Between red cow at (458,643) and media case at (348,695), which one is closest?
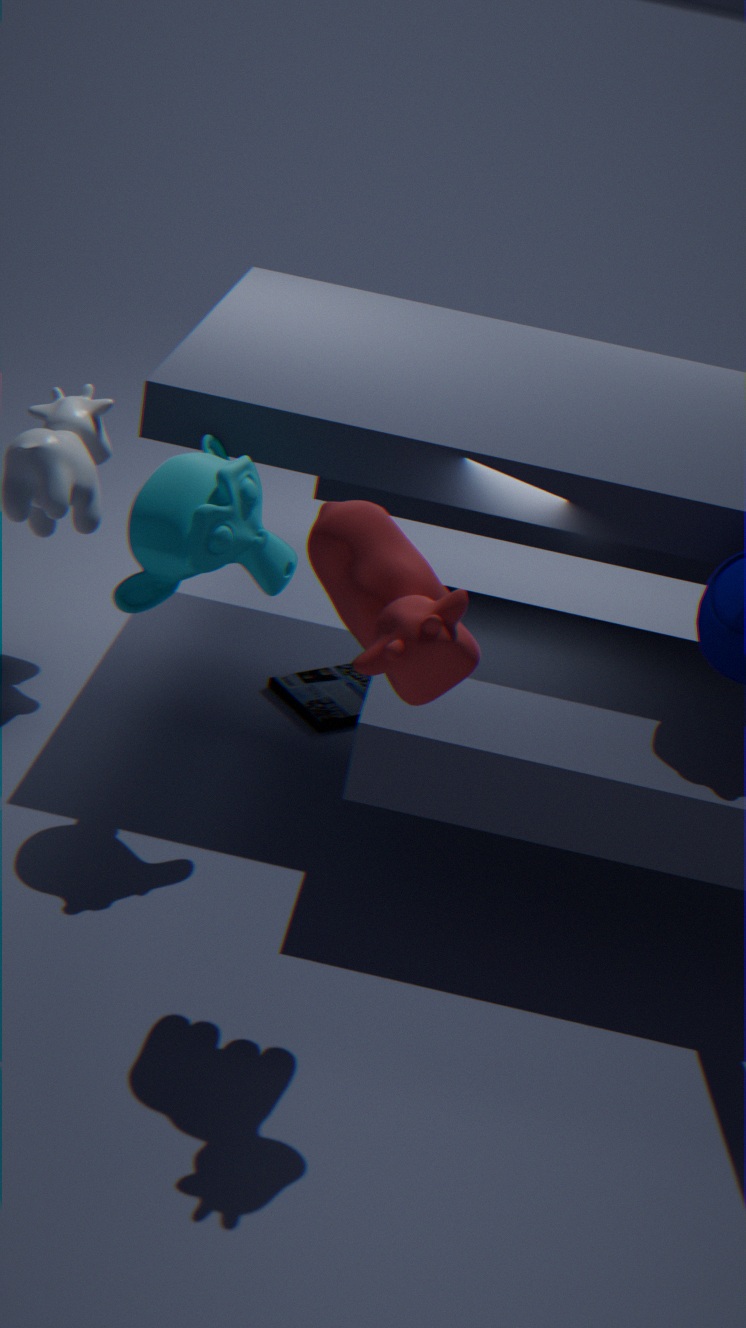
red cow at (458,643)
